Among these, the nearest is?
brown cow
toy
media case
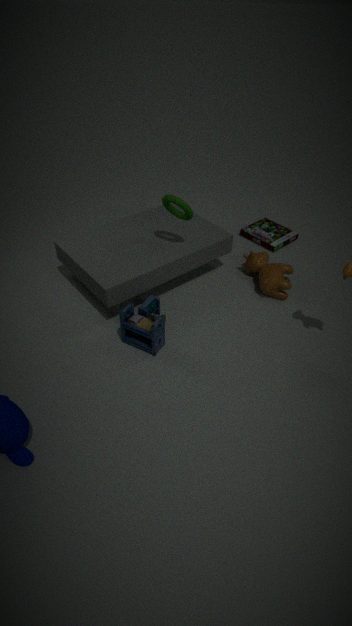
toy
